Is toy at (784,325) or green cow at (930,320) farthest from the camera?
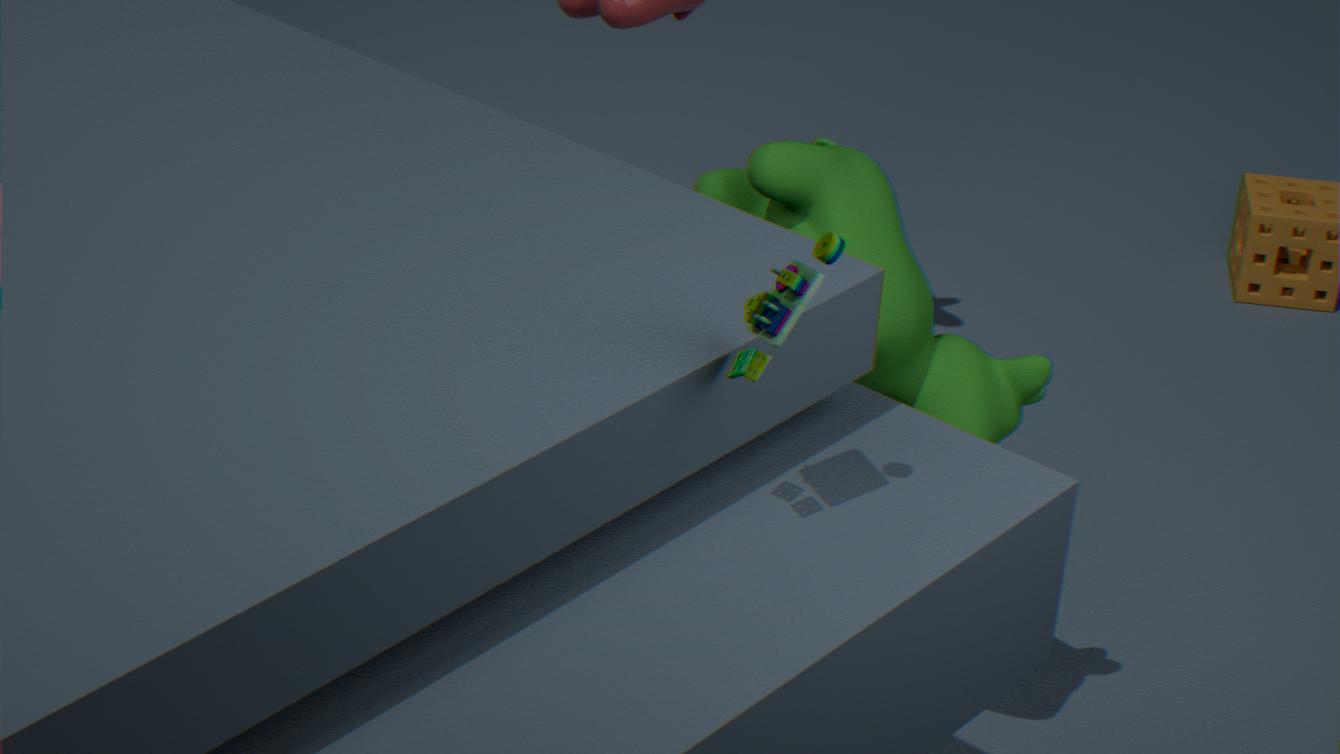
green cow at (930,320)
